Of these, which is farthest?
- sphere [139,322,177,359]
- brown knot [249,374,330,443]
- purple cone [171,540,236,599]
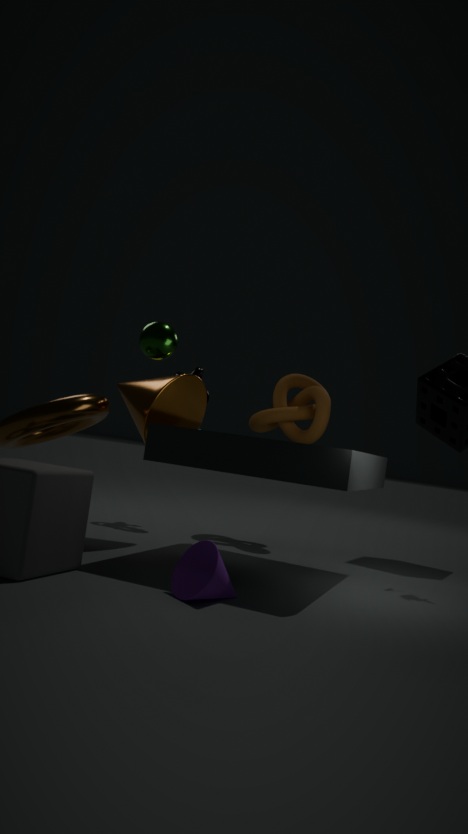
brown knot [249,374,330,443]
